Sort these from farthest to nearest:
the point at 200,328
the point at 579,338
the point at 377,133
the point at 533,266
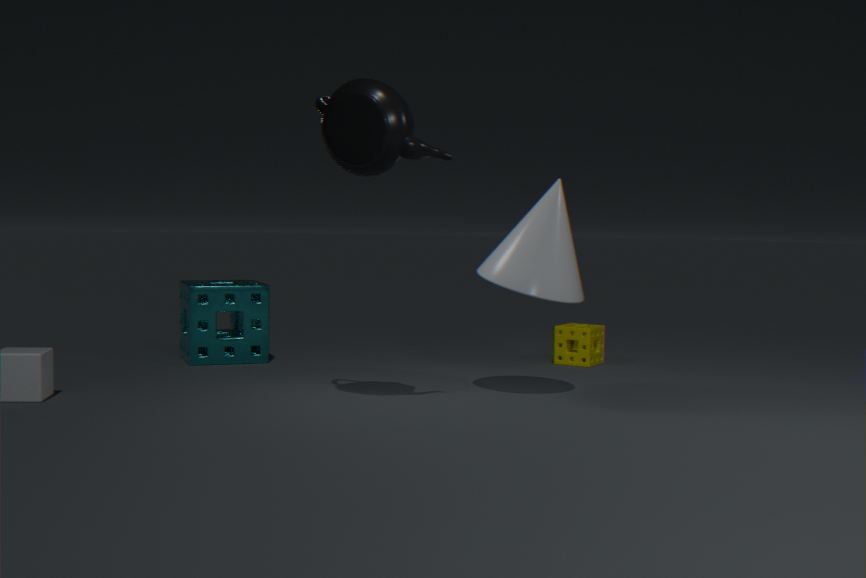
1. the point at 579,338
2. the point at 200,328
3. the point at 533,266
4. the point at 377,133
